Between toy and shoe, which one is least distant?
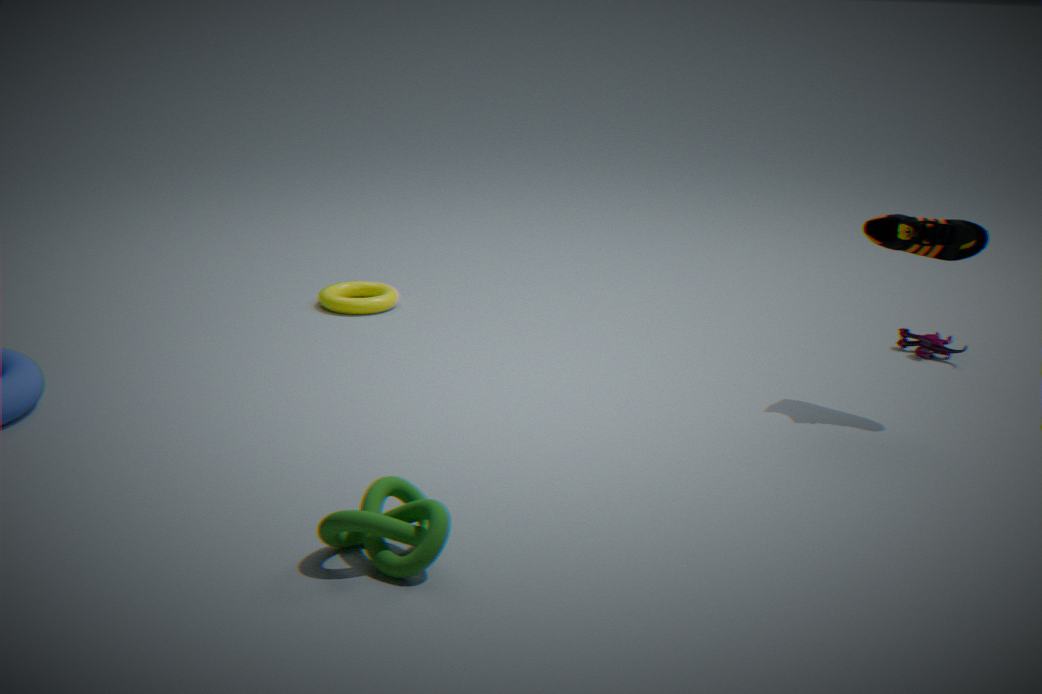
shoe
